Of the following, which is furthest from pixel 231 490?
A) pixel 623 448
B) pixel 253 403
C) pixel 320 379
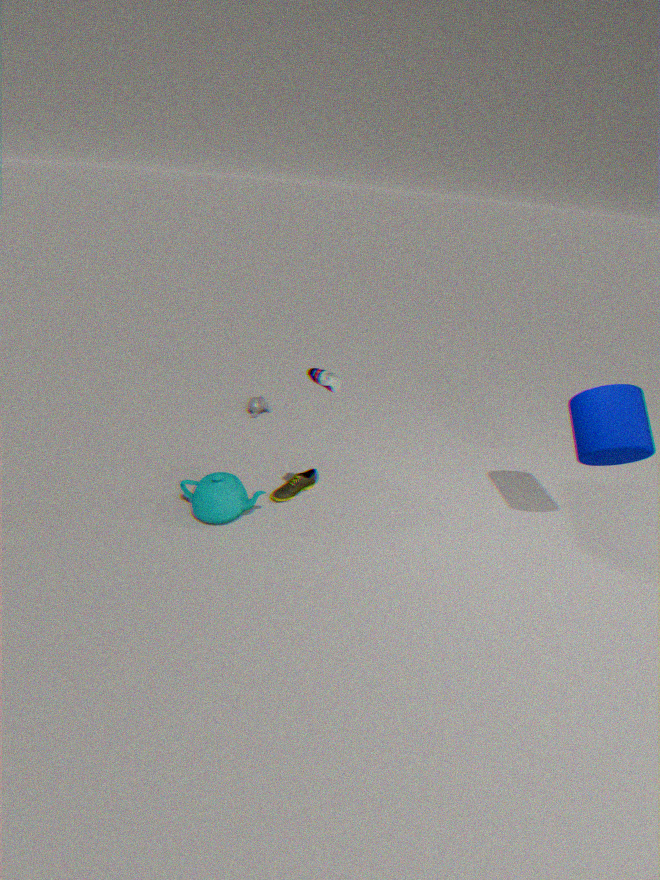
pixel 623 448
